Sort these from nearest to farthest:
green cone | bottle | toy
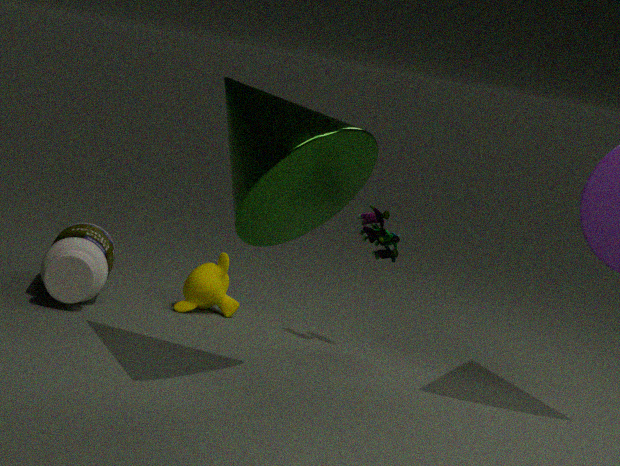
green cone < toy < bottle
